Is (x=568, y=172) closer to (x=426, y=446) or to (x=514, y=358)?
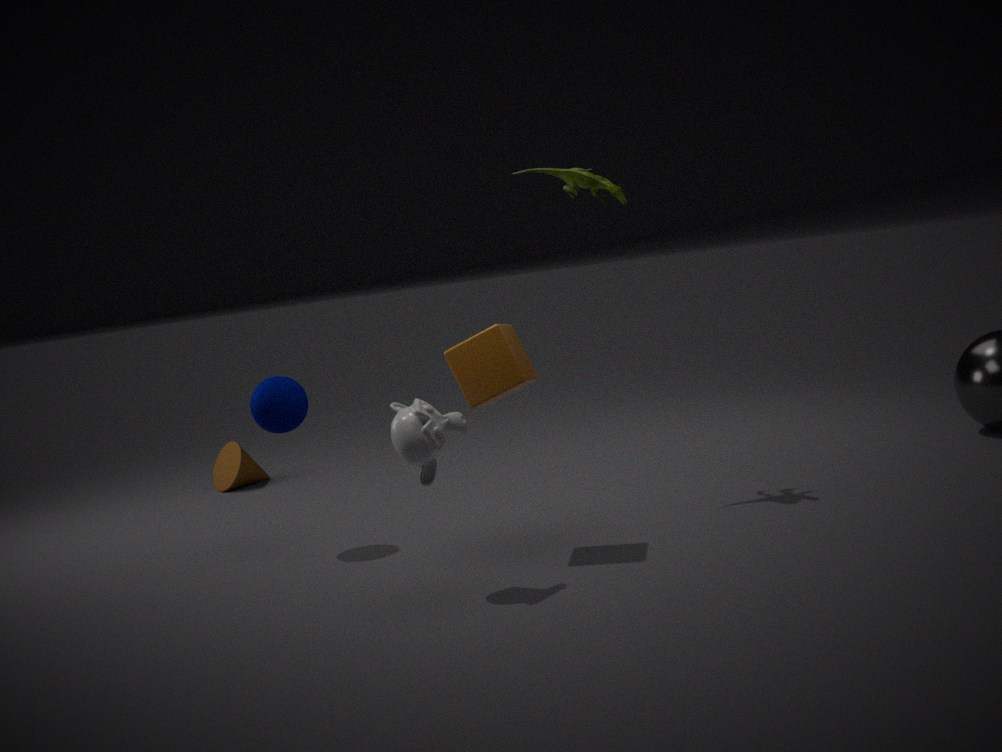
(x=514, y=358)
